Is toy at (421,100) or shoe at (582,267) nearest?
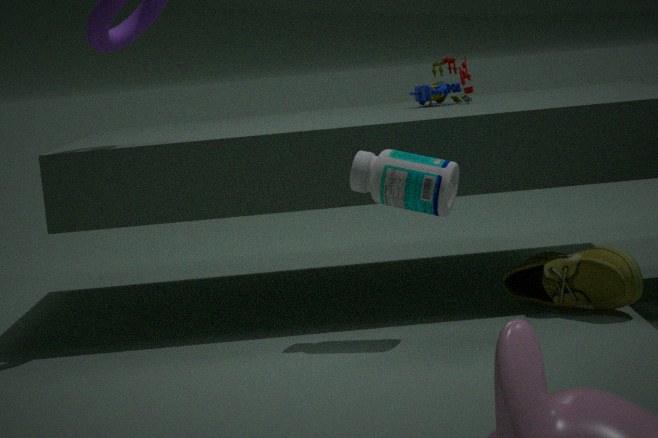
shoe at (582,267)
